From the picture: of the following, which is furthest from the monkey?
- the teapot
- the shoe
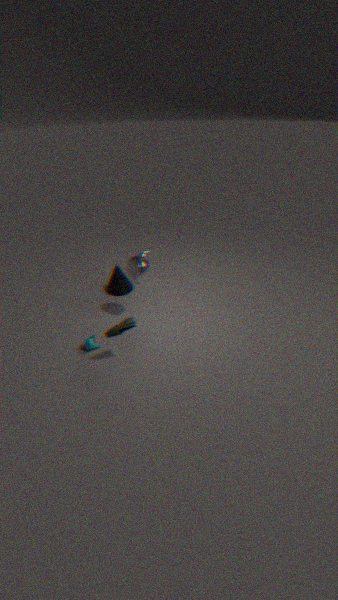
the teapot
